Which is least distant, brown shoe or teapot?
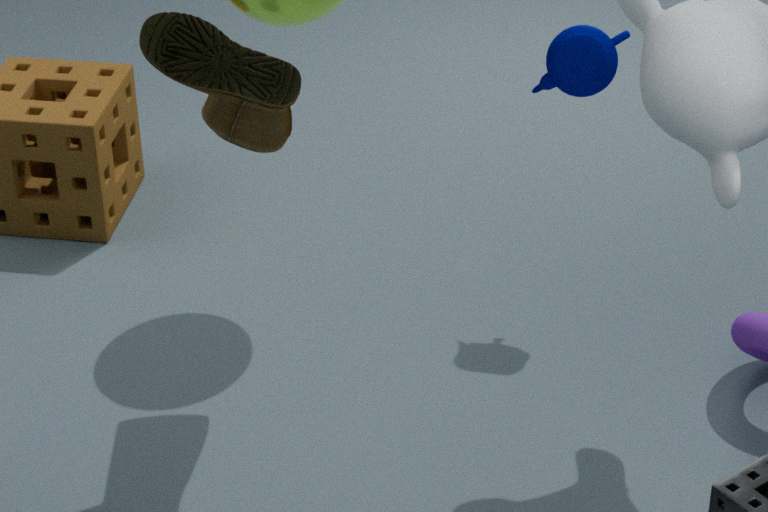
brown shoe
